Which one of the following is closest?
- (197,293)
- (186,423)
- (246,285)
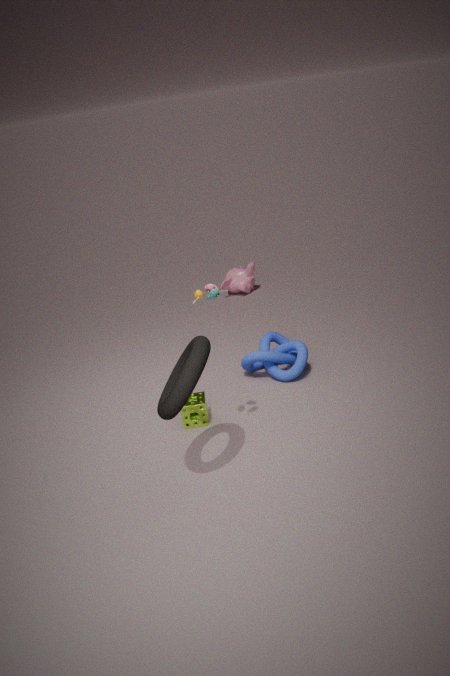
(197,293)
